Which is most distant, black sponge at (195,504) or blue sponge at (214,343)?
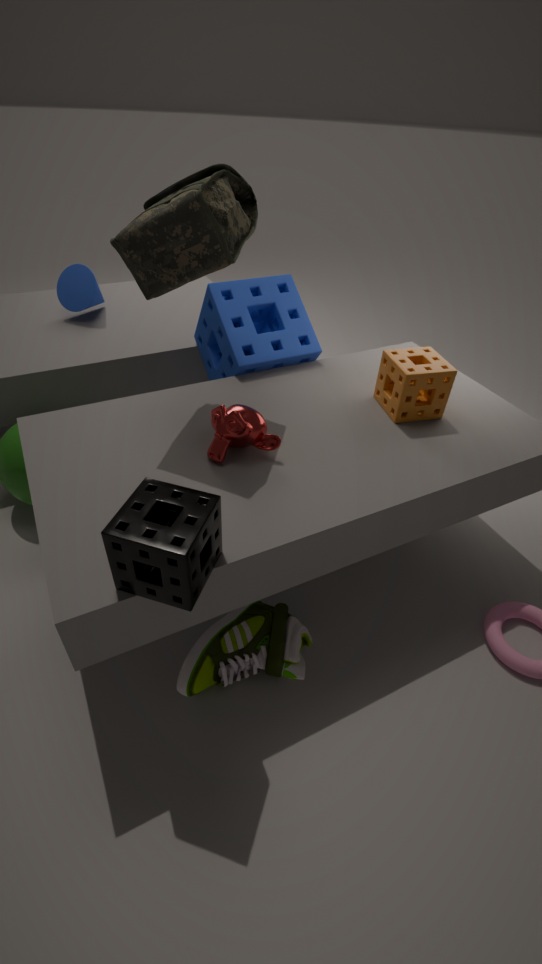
blue sponge at (214,343)
